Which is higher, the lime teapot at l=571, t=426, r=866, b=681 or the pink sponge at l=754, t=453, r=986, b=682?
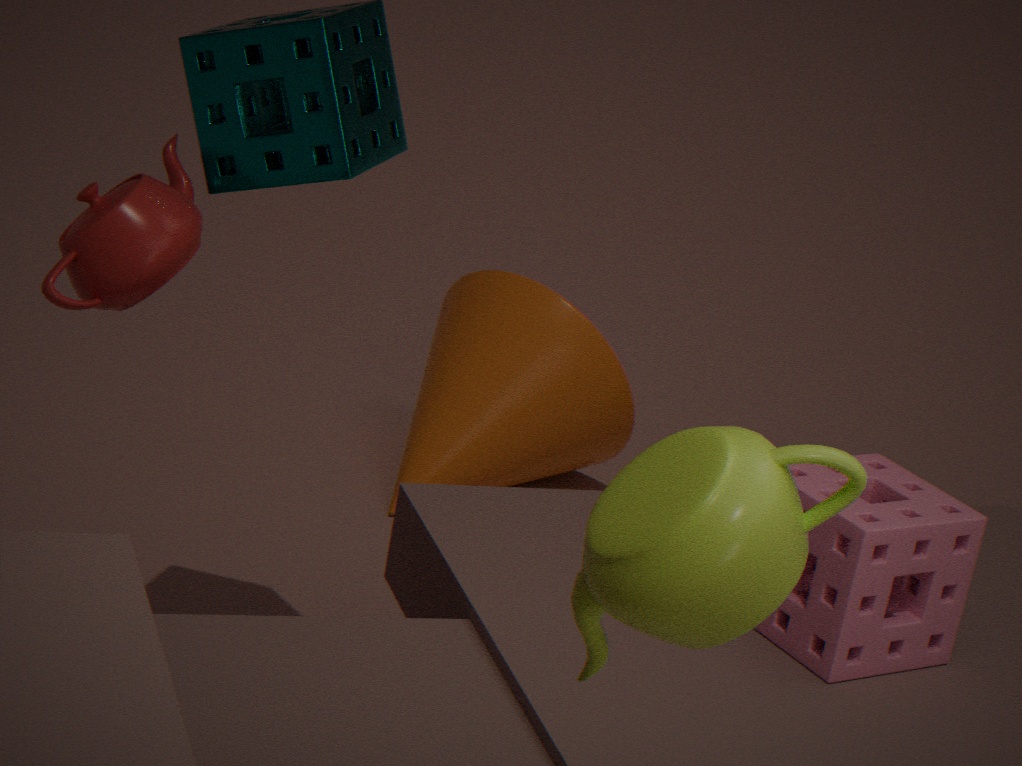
the lime teapot at l=571, t=426, r=866, b=681
